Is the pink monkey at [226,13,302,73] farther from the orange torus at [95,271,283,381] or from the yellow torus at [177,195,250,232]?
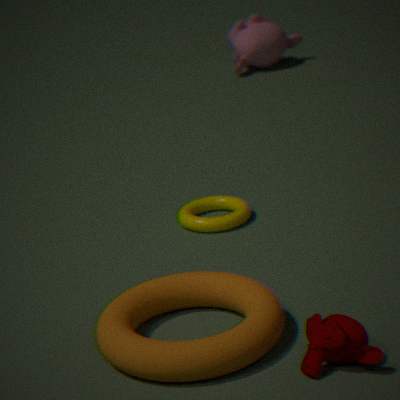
the orange torus at [95,271,283,381]
